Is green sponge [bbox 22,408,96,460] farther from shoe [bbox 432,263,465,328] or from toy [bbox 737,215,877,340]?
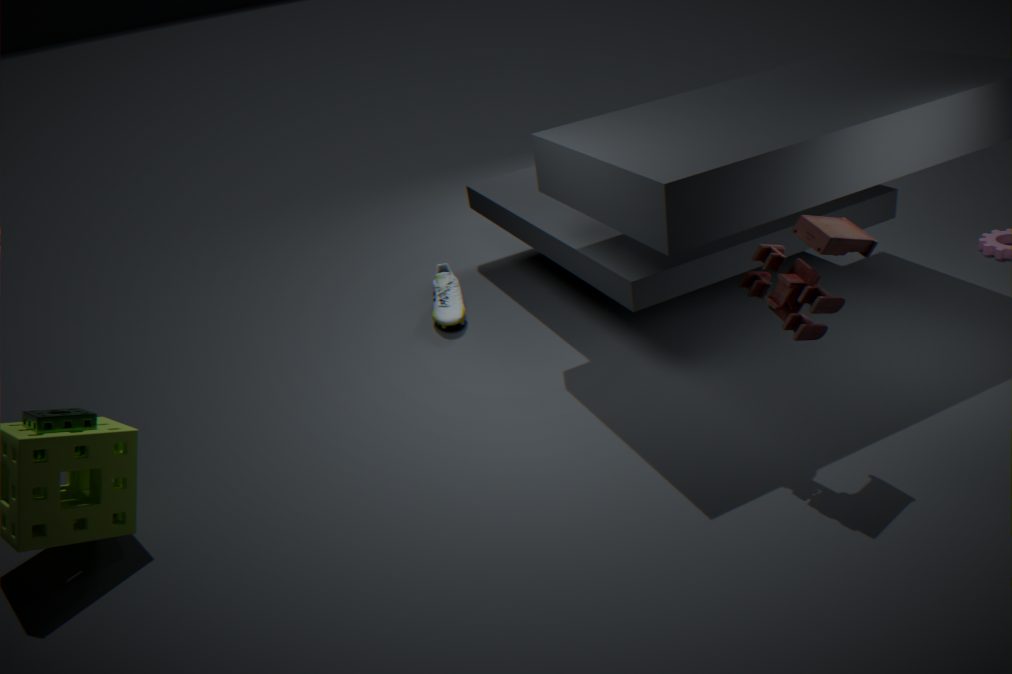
toy [bbox 737,215,877,340]
